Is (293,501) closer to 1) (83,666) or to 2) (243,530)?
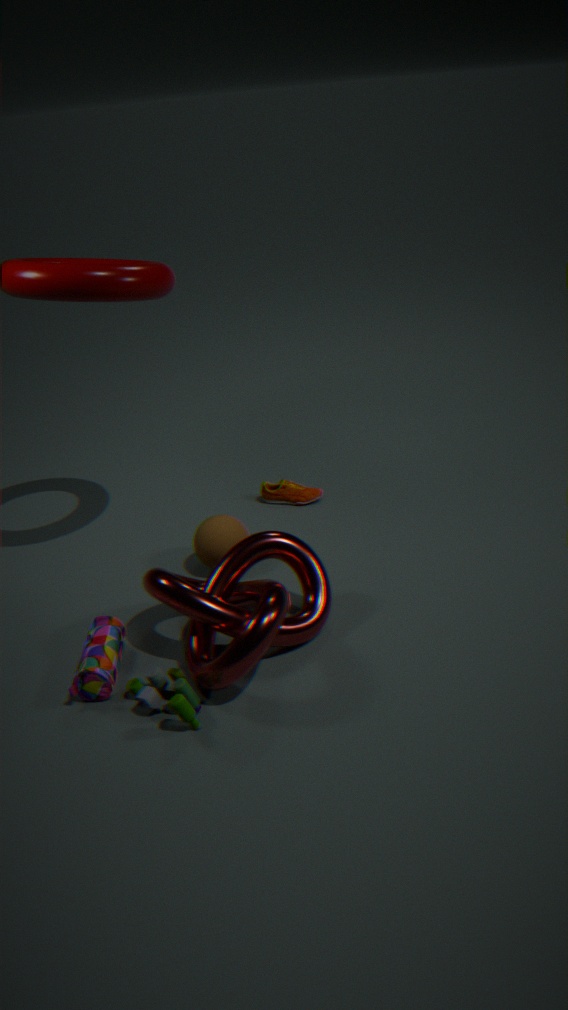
2) (243,530)
